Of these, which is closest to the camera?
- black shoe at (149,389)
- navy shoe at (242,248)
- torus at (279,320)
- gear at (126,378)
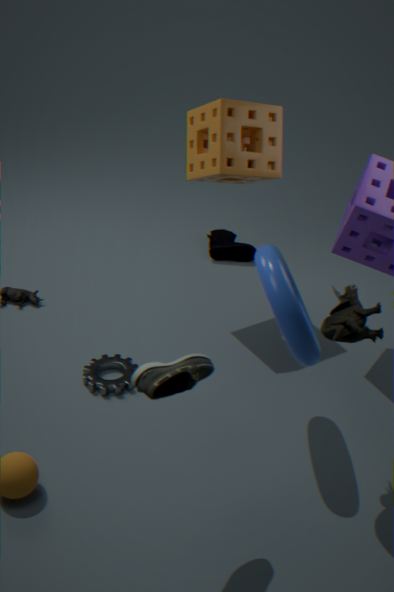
black shoe at (149,389)
